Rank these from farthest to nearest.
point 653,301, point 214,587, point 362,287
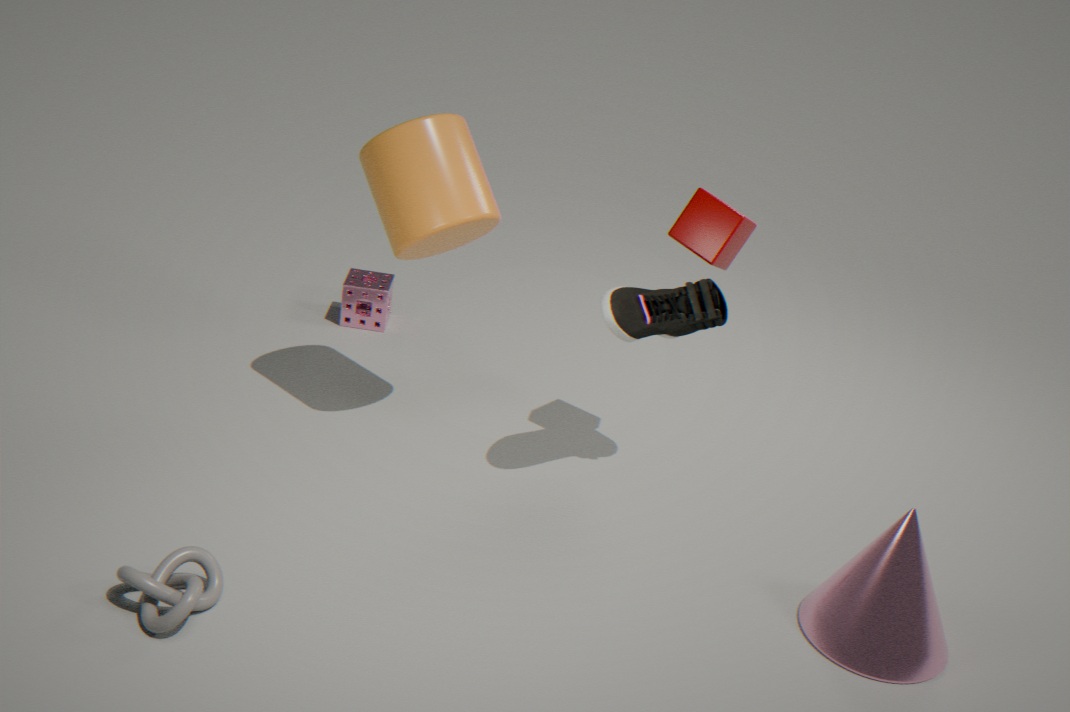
point 362,287 < point 653,301 < point 214,587
